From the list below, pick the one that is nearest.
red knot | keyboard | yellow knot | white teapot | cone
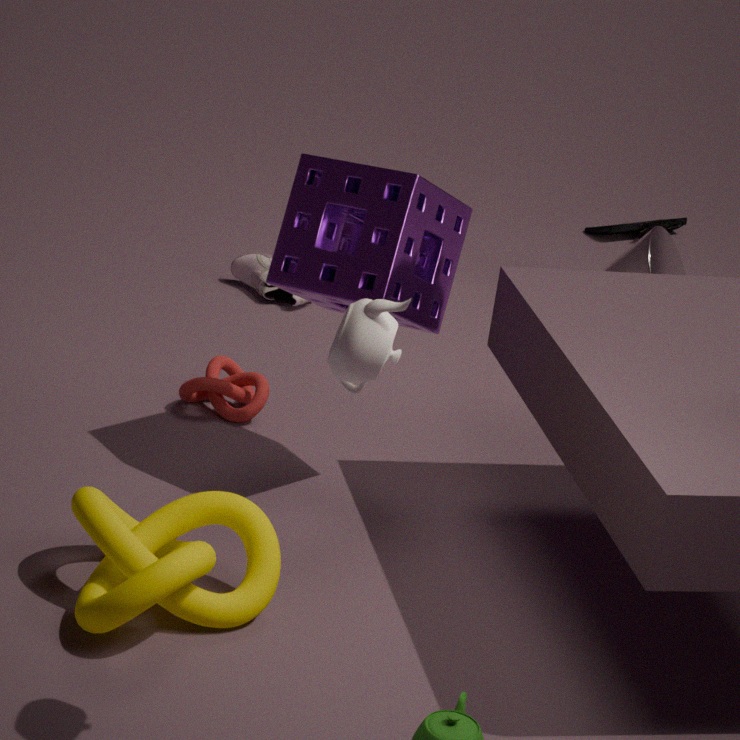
white teapot
